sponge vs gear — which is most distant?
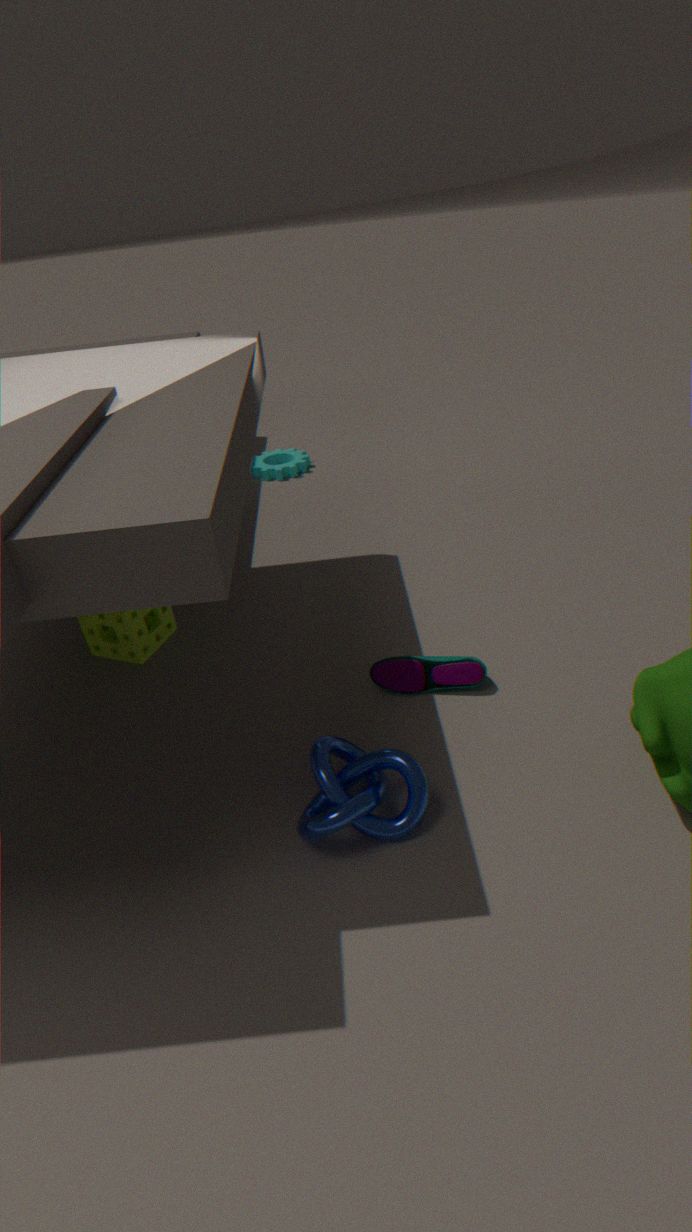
gear
